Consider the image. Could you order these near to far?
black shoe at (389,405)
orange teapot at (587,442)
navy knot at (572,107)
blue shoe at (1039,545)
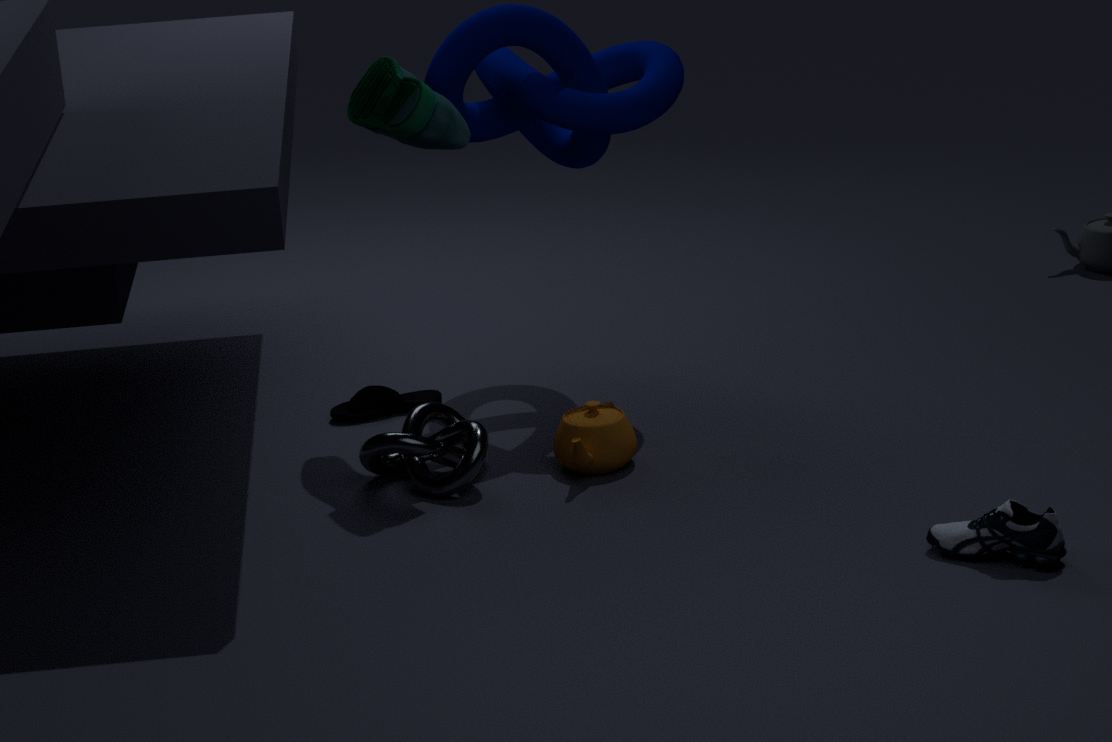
blue shoe at (1039,545) < orange teapot at (587,442) < navy knot at (572,107) < black shoe at (389,405)
